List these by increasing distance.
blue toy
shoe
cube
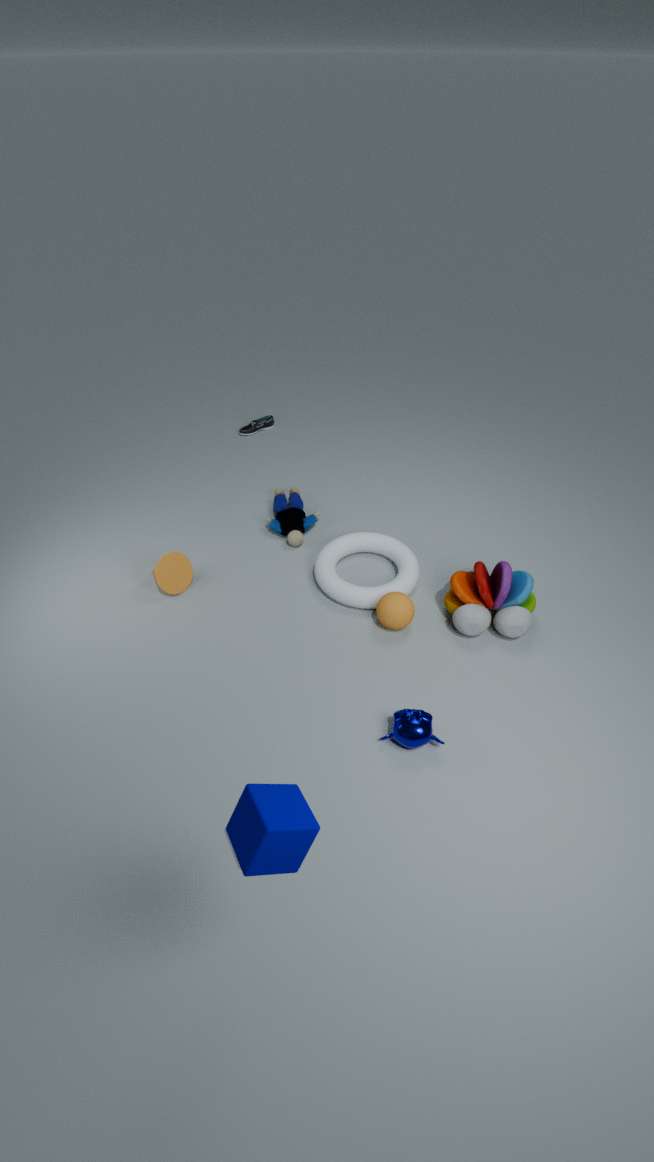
cube
blue toy
shoe
